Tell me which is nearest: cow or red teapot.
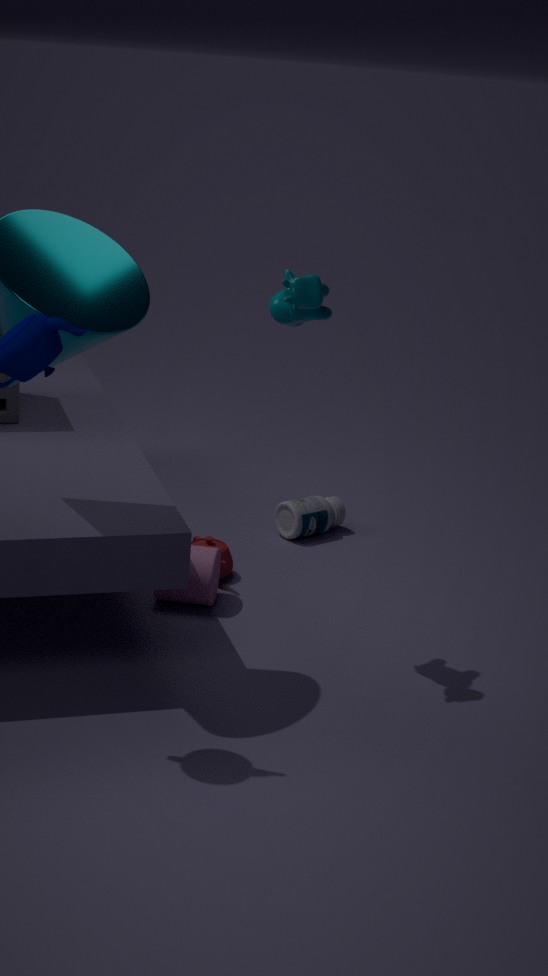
cow
